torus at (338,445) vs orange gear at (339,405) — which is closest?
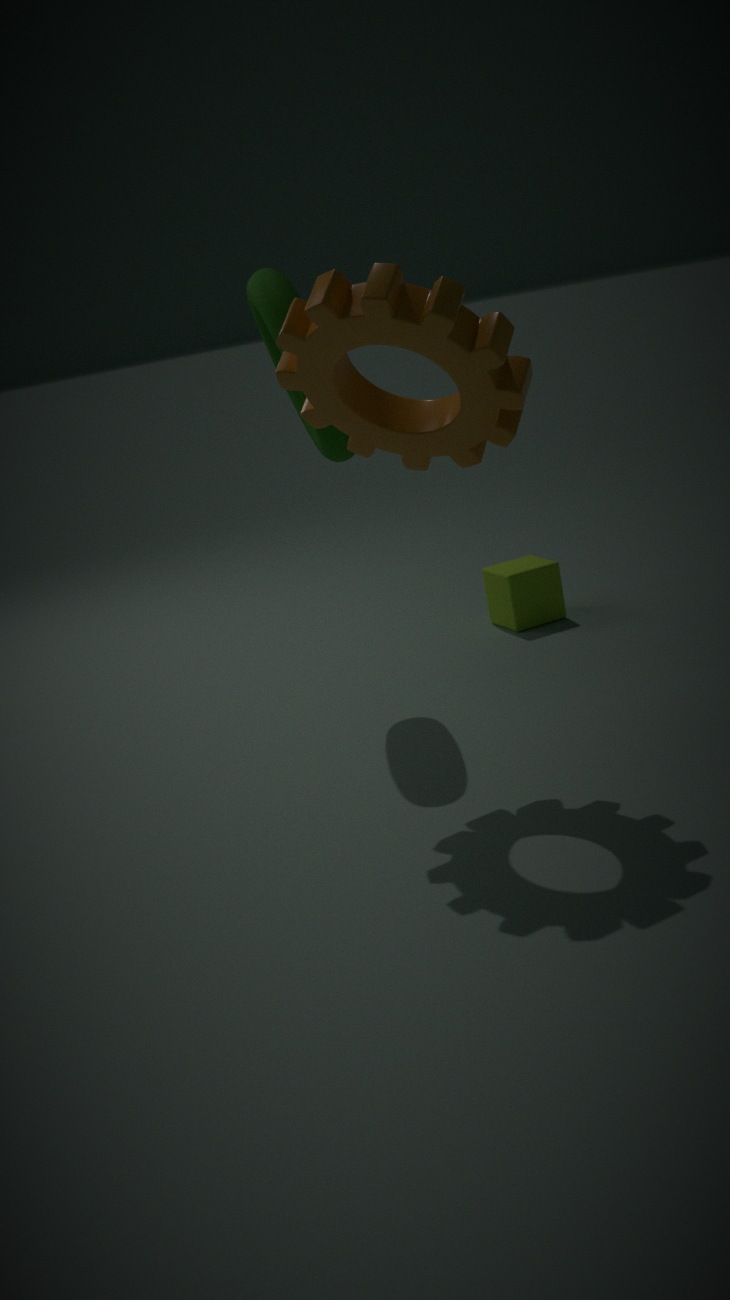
orange gear at (339,405)
